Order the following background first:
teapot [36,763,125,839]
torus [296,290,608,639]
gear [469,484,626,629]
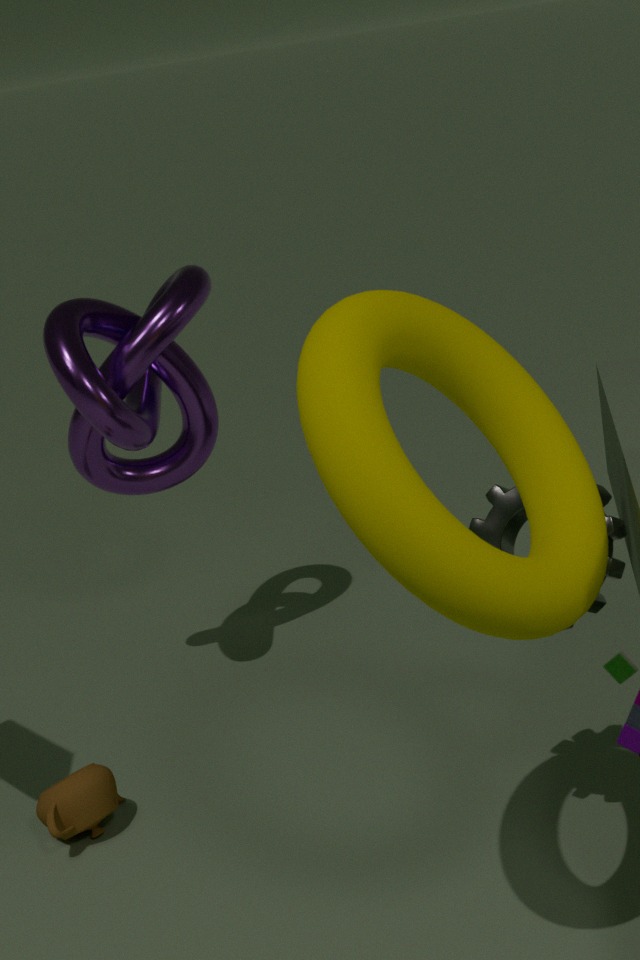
teapot [36,763,125,839], gear [469,484,626,629], torus [296,290,608,639]
